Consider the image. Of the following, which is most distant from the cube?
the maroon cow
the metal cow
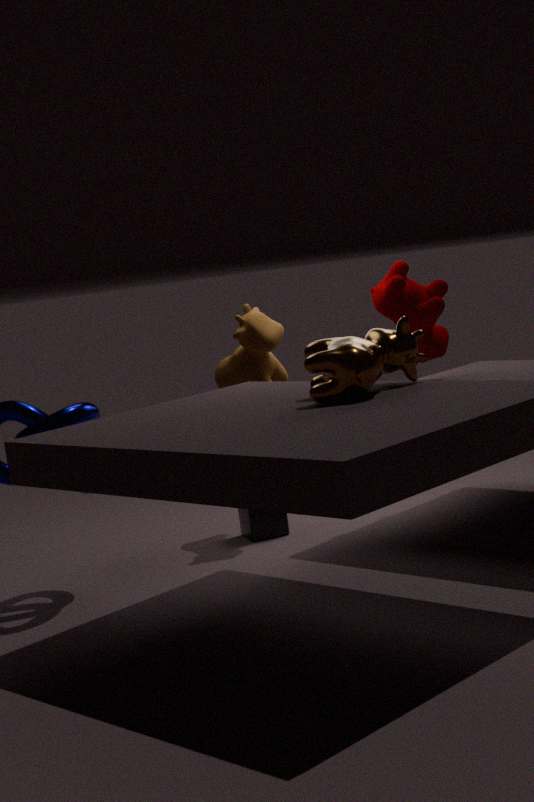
the metal cow
